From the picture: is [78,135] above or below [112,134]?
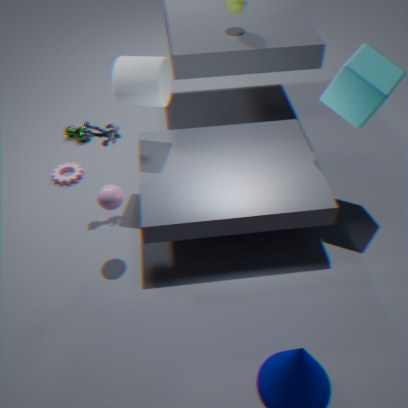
below
